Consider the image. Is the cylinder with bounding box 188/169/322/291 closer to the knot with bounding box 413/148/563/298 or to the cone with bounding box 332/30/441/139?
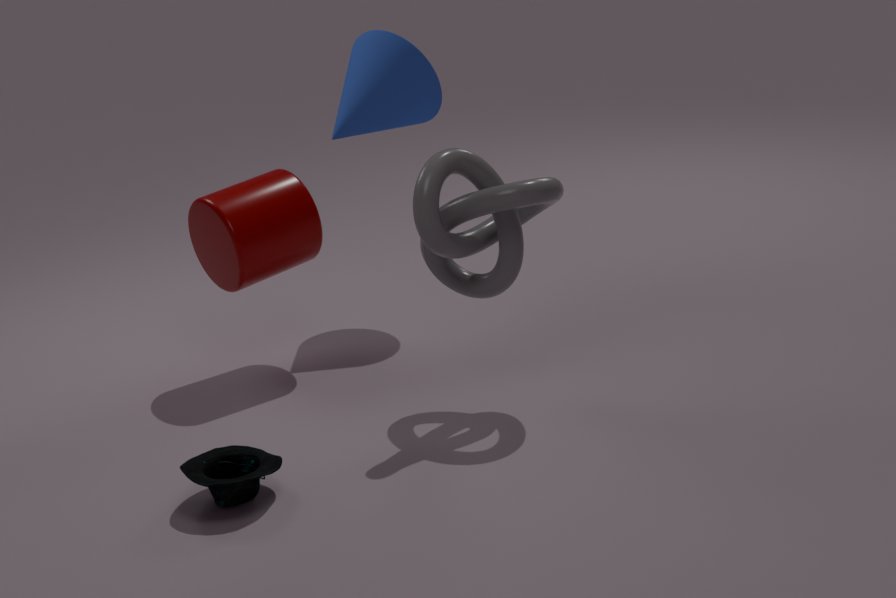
the cone with bounding box 332/30/441/139
